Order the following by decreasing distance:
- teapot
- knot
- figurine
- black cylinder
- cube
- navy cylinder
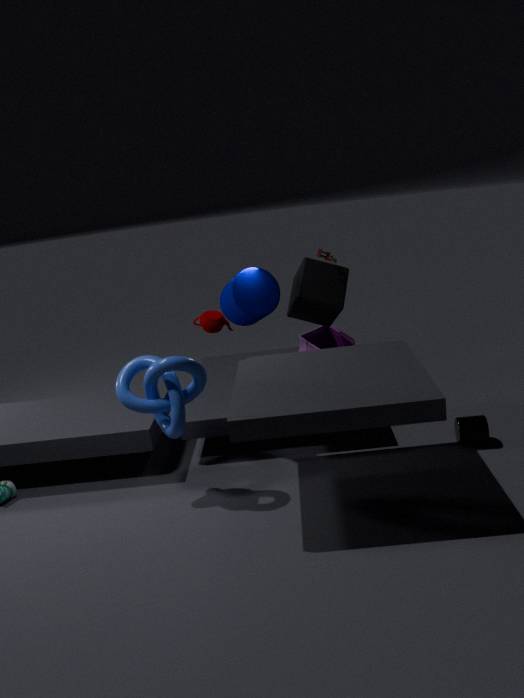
figurine < cube < navy cylinder < teapot < black cylinder < knot
